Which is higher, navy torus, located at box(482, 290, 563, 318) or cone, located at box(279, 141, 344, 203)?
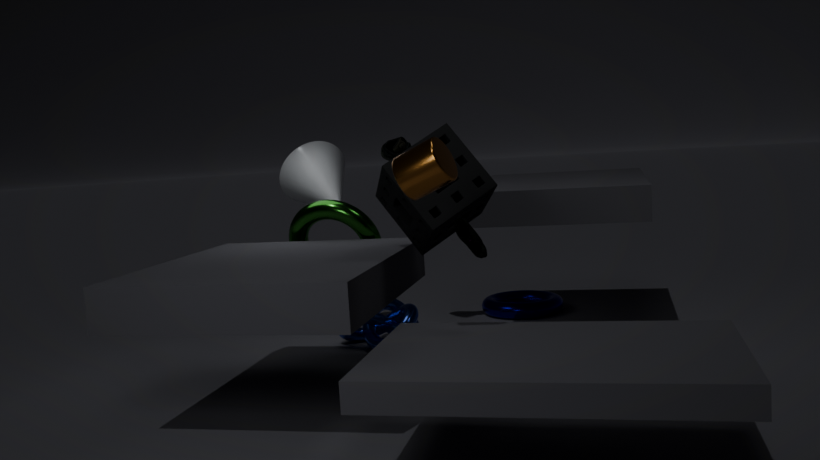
cone, located at box(279, 141, 344, 203)
